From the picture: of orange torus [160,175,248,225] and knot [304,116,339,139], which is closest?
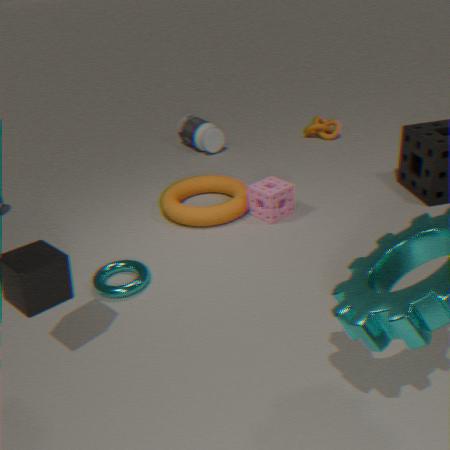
orange torus [160,175,248,225]
